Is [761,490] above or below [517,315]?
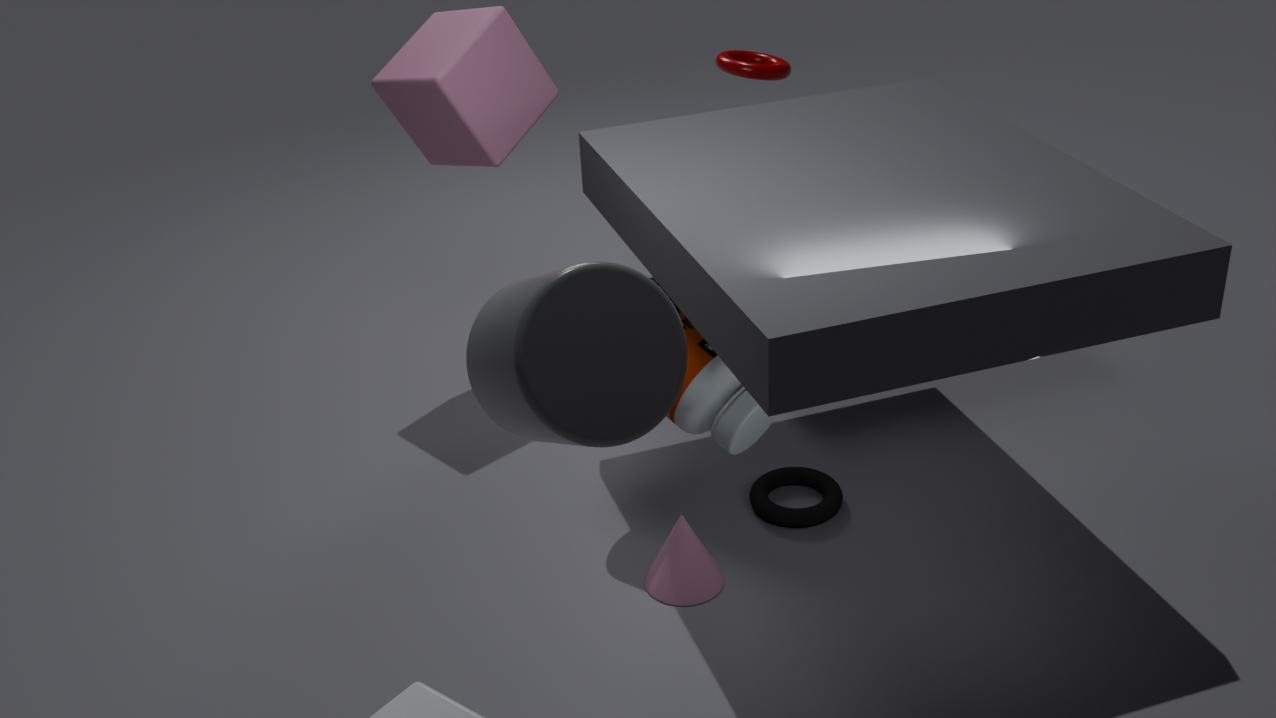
below
